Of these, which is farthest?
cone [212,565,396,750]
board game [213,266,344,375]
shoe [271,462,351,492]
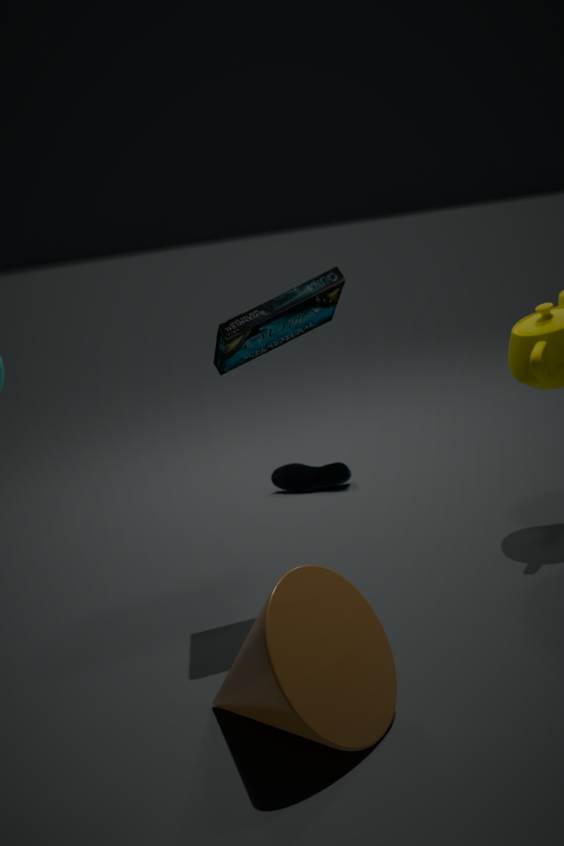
shoe [271,462,351,492]
